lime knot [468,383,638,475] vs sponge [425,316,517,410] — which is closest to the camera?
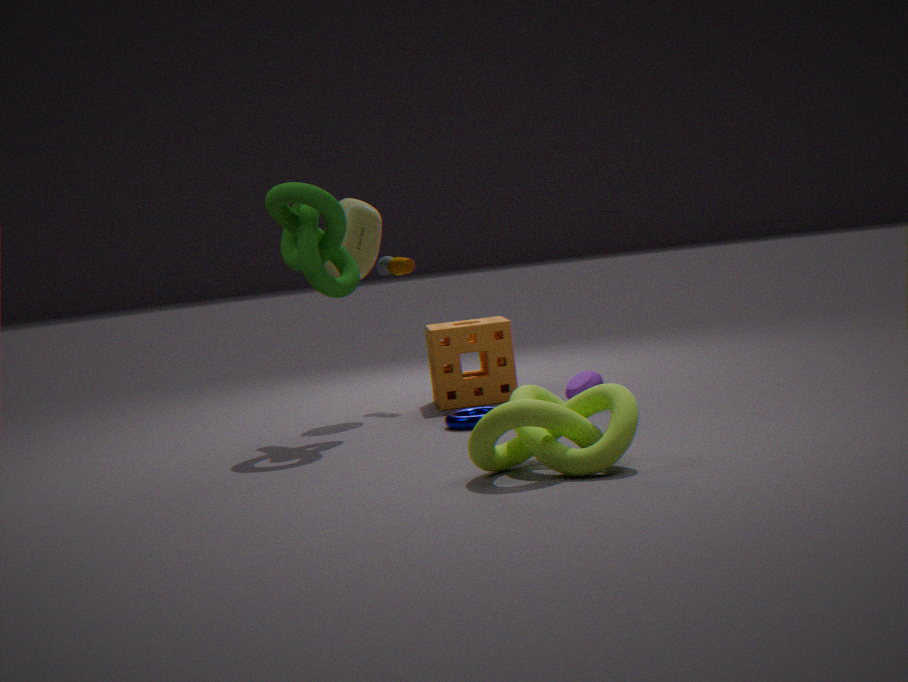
lime knot [468,383,638,475]
